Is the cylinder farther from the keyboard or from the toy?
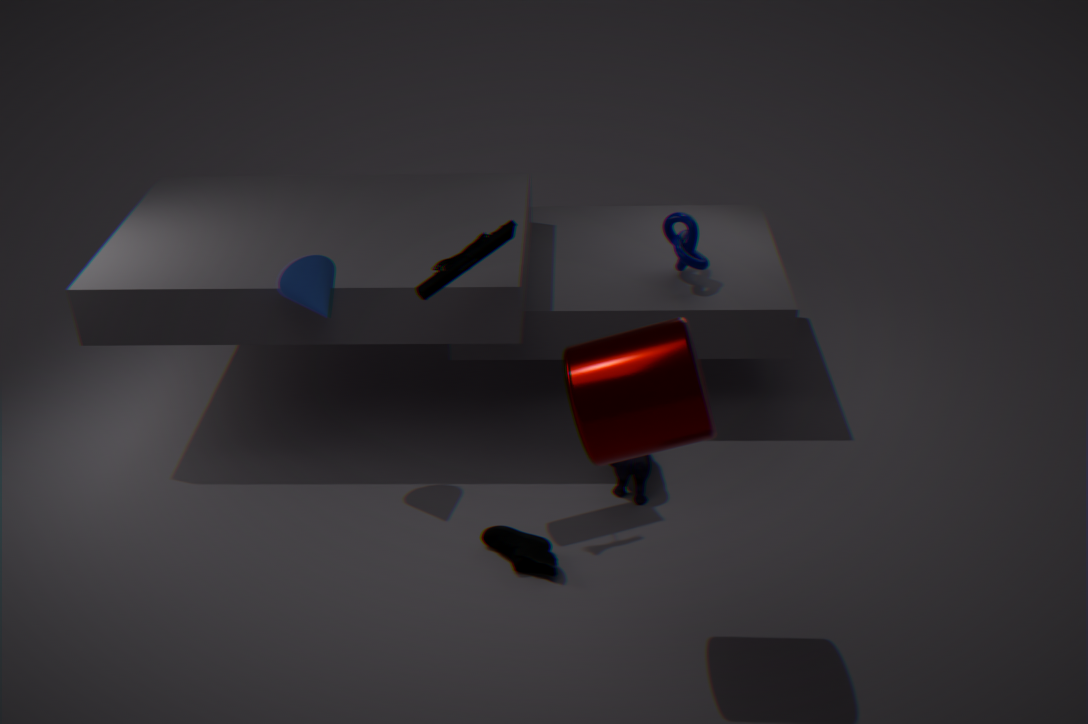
the toy
